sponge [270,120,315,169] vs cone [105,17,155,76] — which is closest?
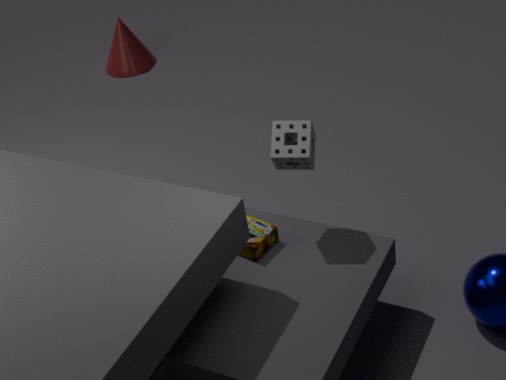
sponge [270,120,315,169]
